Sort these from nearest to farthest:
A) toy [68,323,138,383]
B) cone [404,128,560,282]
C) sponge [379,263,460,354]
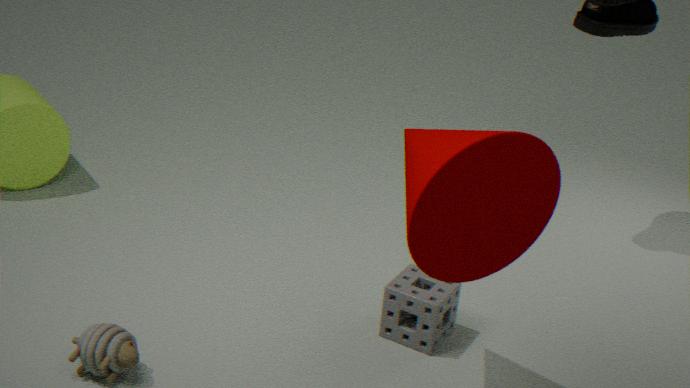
cone [404,128,560,282] → toy [68,323,138,383] → sponge [379,263,460,354]
